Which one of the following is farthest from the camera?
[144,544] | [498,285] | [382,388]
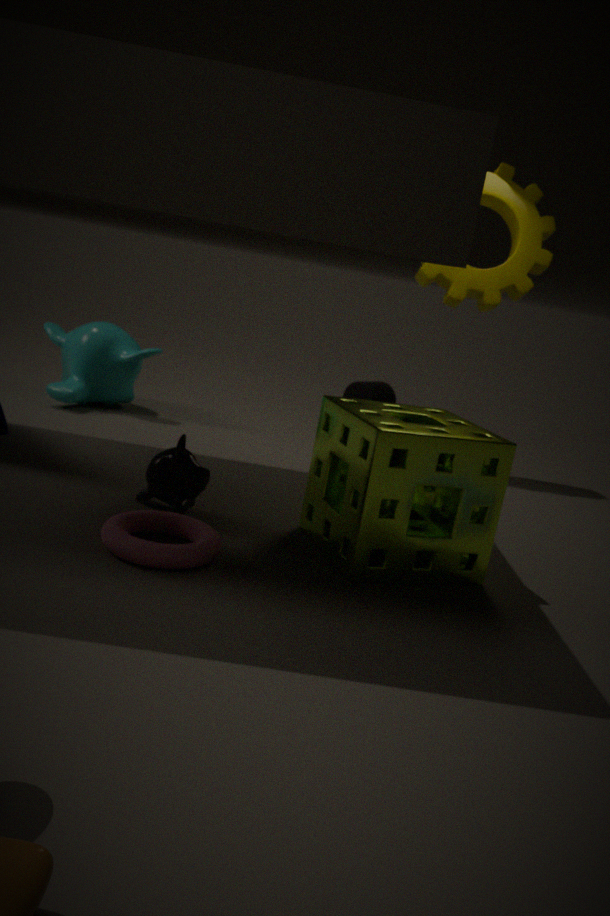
[382,388]
